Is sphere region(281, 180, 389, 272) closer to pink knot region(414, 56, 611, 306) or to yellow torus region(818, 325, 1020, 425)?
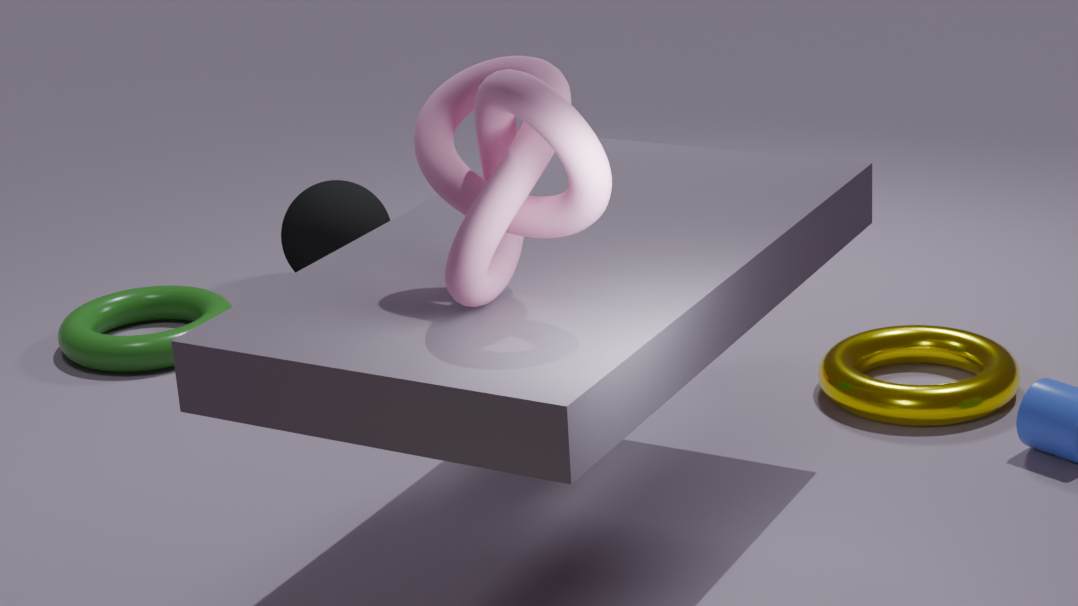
yellow torus region(818, 325, 1020, 425)
